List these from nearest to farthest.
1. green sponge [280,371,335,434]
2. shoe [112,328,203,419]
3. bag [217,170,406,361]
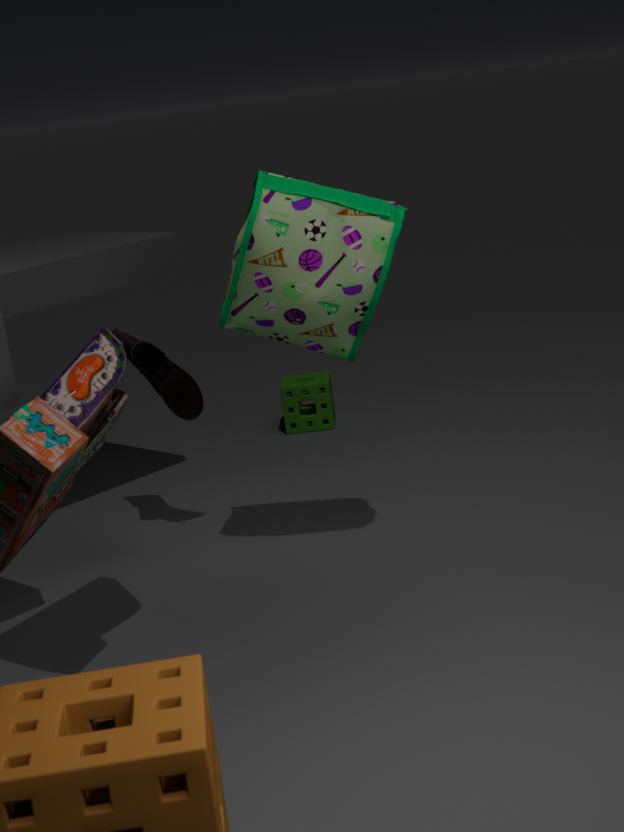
bag [217,170,406,361] < shoe [112,328,203,419] < green sponge [280,371,335,434]
